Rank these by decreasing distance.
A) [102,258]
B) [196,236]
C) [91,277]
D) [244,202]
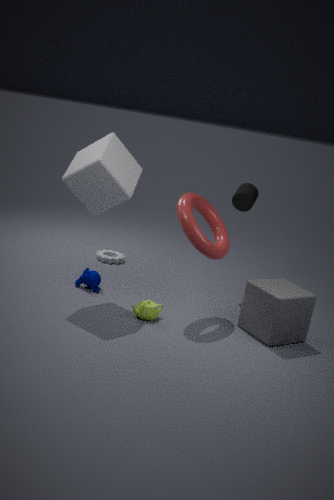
[102,258], [244,202], [91,277], [196,236]
